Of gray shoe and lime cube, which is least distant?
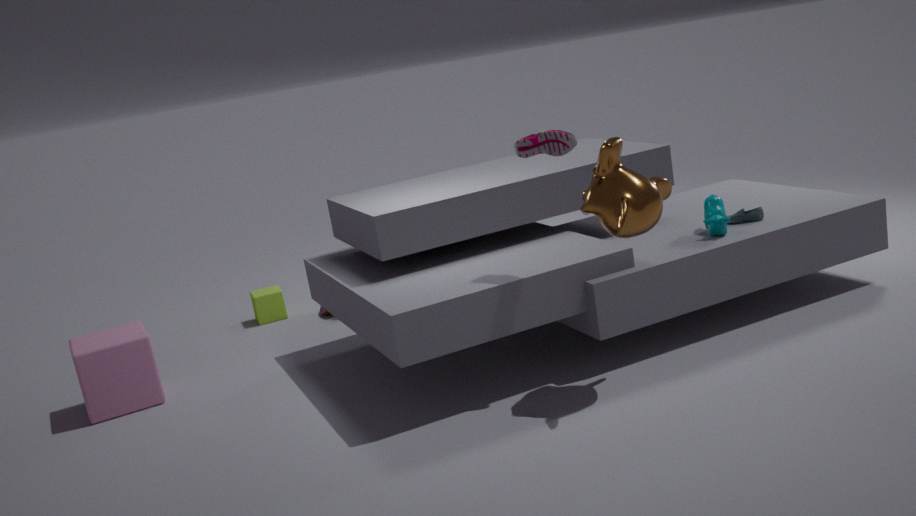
gray shoe
